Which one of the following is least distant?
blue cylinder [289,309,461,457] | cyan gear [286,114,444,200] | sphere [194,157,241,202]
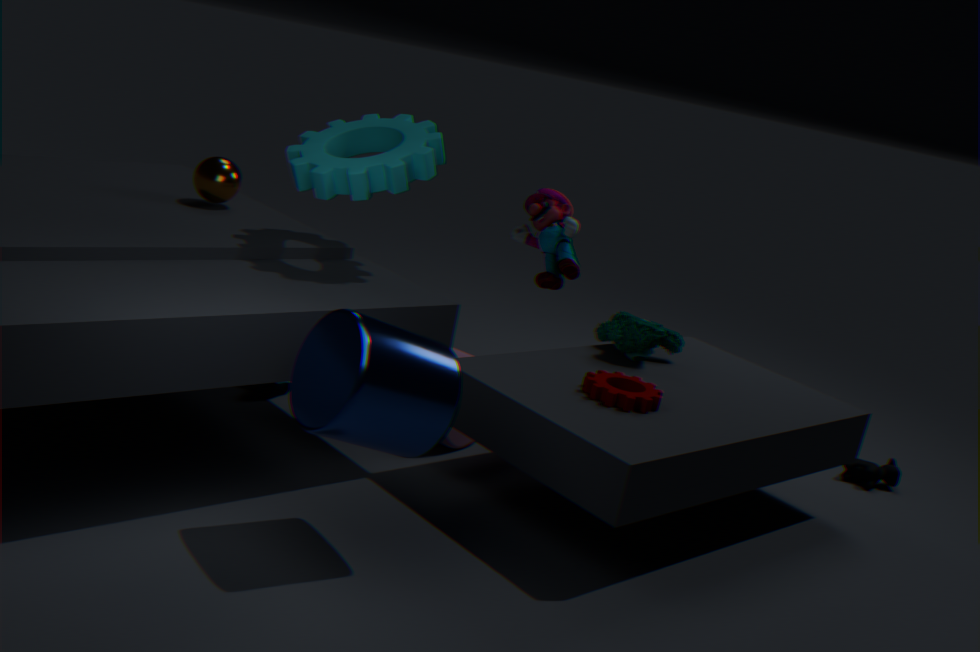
blue cylinder [289,309,461,457]
